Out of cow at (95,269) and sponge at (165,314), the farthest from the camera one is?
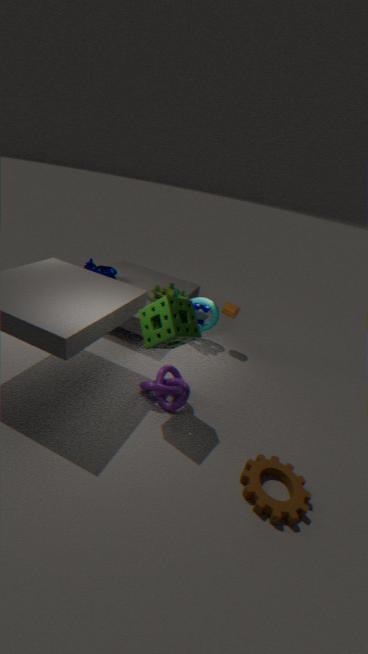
cow at (95,269)
